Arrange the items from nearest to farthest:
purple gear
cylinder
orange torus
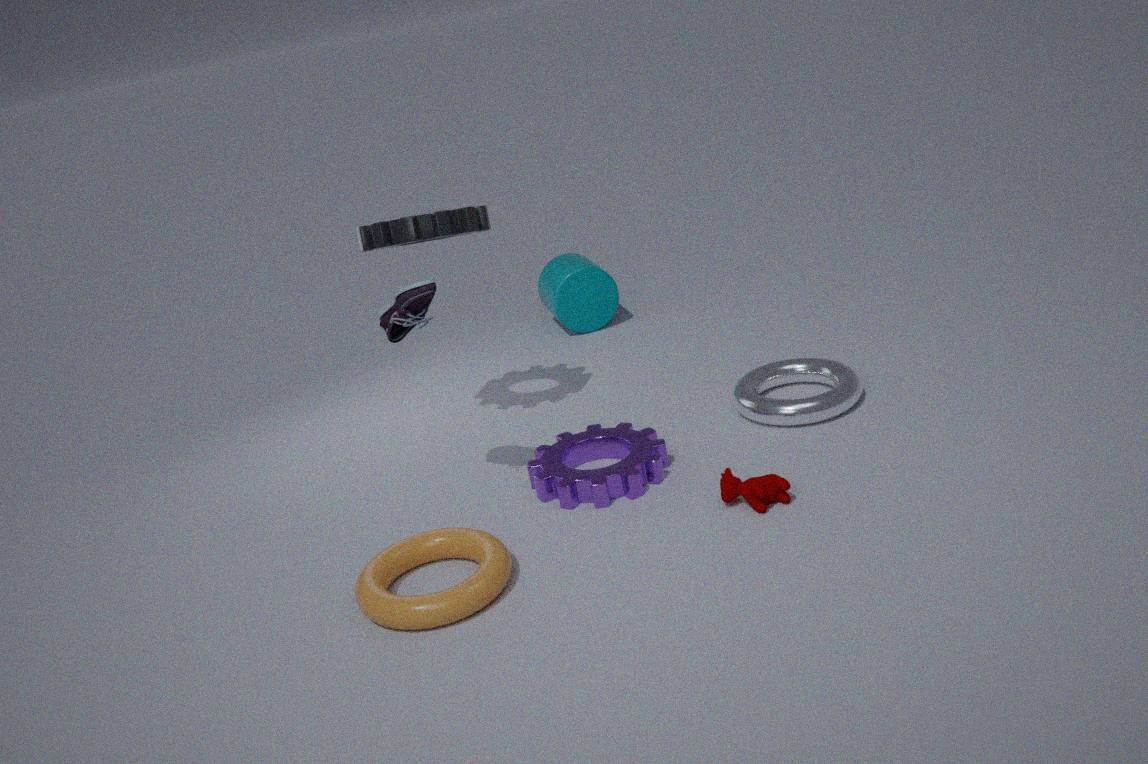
orange torus → purple gear → cylinder
